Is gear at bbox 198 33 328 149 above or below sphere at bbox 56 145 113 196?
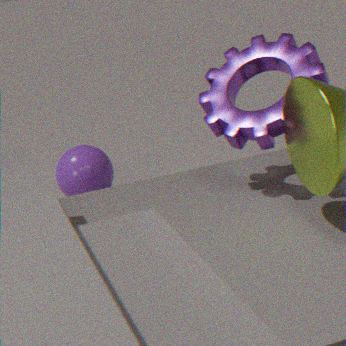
above
